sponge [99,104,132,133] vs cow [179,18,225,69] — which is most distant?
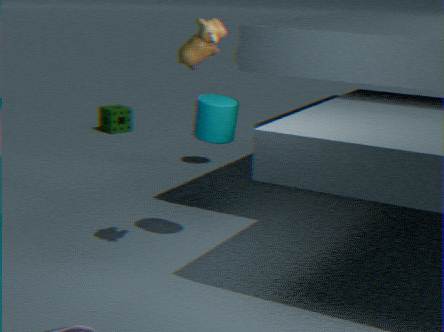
sponge [99,104,132,133]
